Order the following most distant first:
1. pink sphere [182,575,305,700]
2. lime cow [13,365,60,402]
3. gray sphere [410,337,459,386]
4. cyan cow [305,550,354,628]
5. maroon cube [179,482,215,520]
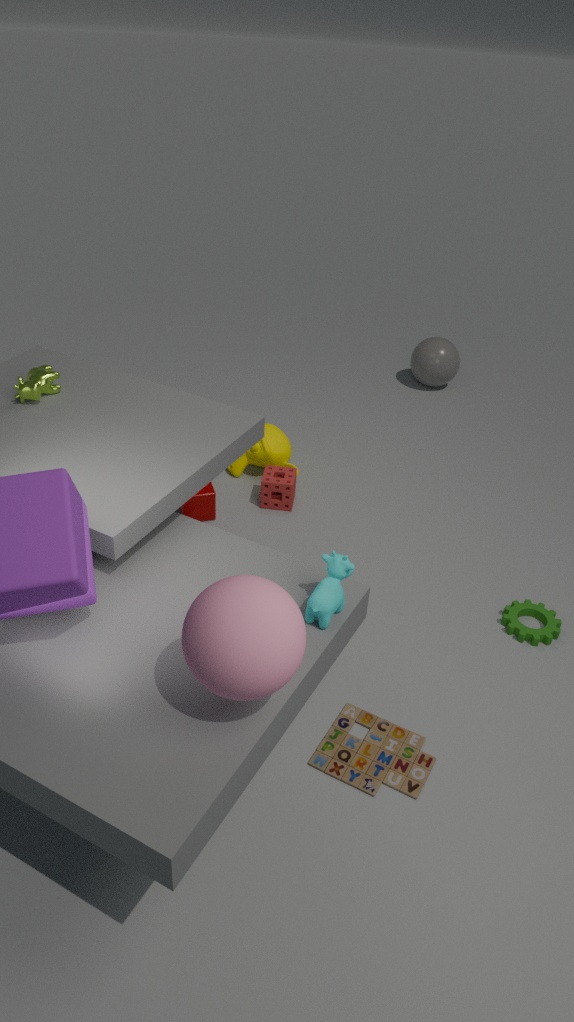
gray sphere [410,337,459,386] < maroon cube [179,482,215,520] < lime cow [13,365,60,402] < cyan cow [305,550,354,628] < pink sphere [182,575,305,700]
